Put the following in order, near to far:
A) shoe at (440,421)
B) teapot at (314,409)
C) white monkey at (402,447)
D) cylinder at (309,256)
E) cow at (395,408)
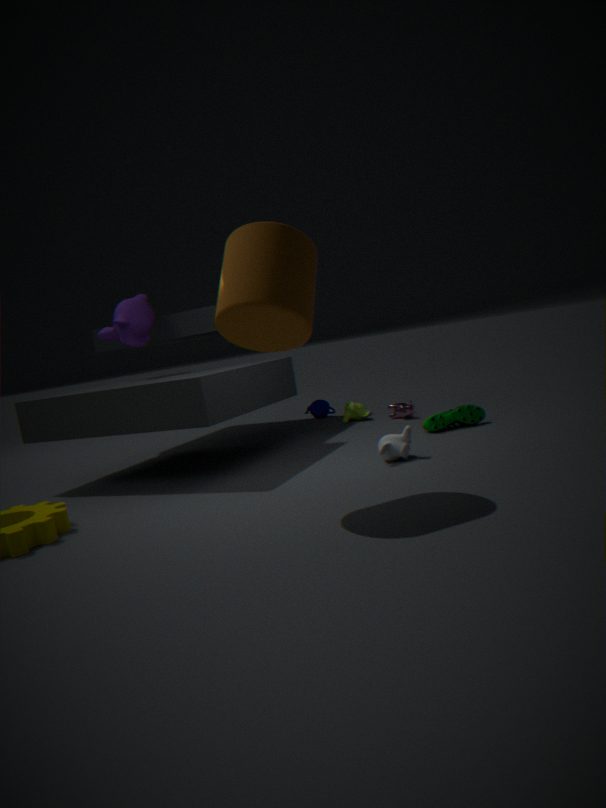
cylinder at (309,256) → white monkey at (402,447) → shoe at (440,421) → cow at (395,408) → teapot at (314,409)
